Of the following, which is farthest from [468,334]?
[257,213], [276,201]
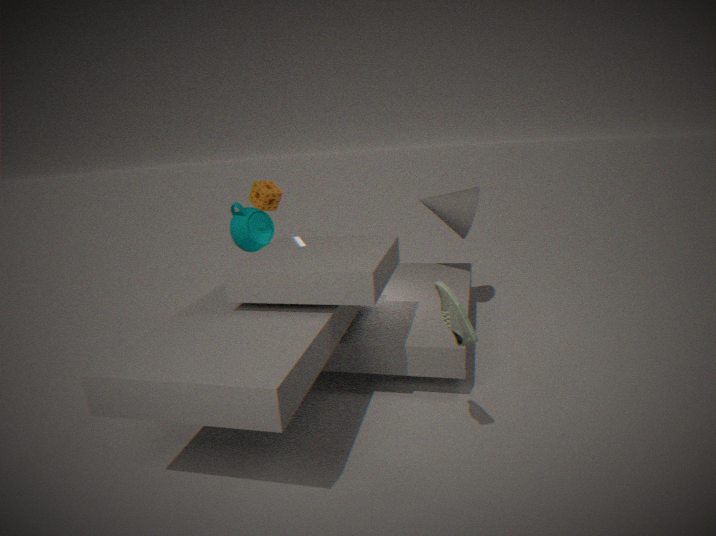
[276,201]
